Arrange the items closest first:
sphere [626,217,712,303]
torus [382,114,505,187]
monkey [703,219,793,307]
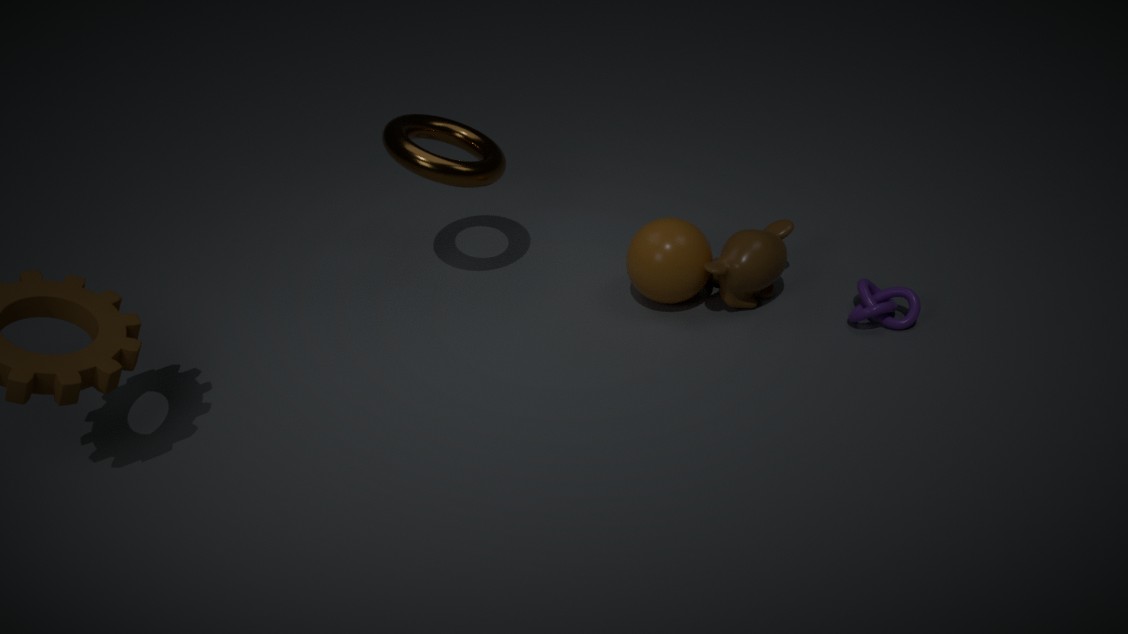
monkey [703,219,793,307]
sphere [626,217,712,303]
torus [382,114,505,187]
